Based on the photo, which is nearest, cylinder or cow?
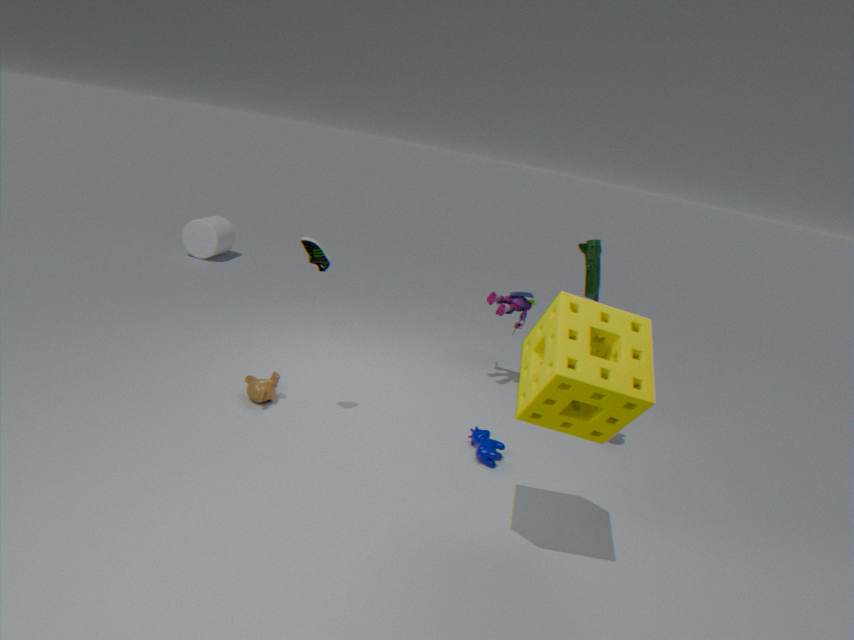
cow
